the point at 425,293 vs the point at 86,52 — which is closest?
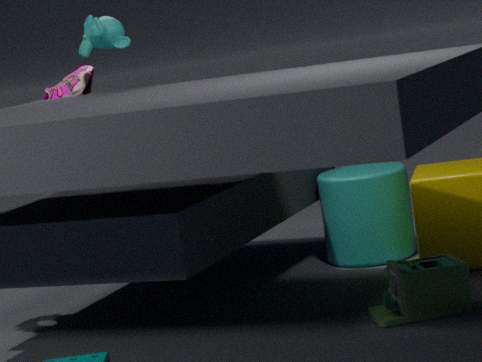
the point at 425,293
